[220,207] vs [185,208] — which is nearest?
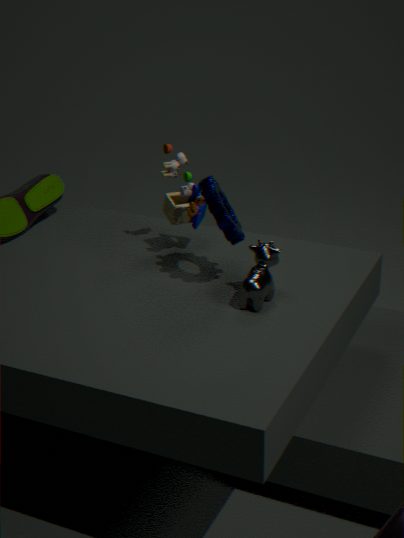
[220,207]
